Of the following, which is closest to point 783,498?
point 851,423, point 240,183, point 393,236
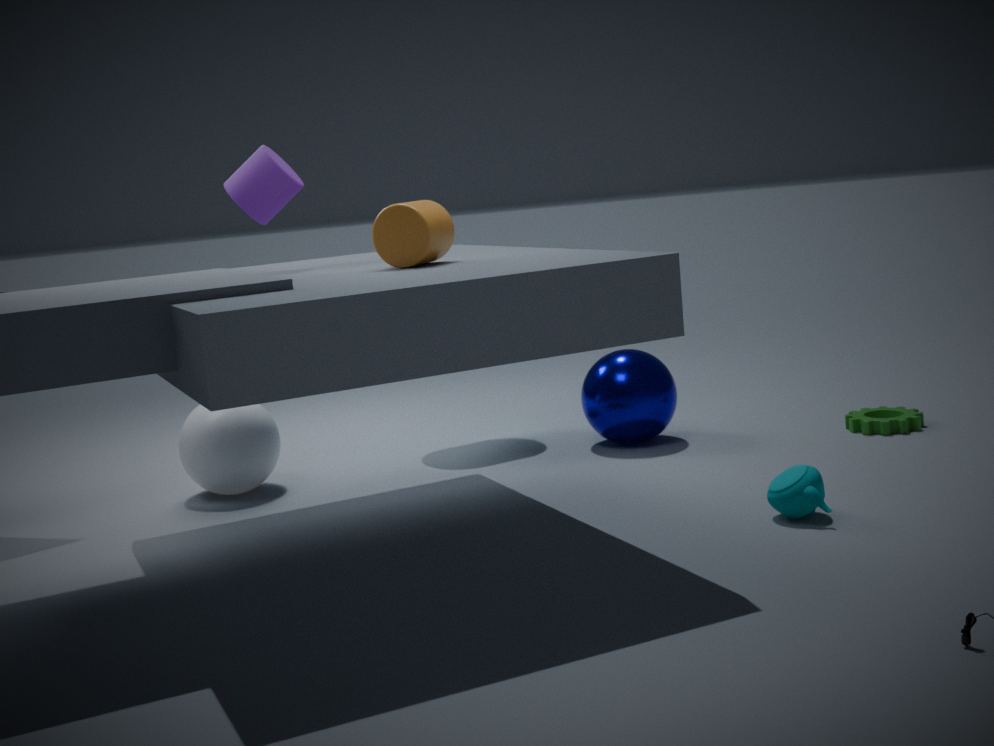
point 851,423
